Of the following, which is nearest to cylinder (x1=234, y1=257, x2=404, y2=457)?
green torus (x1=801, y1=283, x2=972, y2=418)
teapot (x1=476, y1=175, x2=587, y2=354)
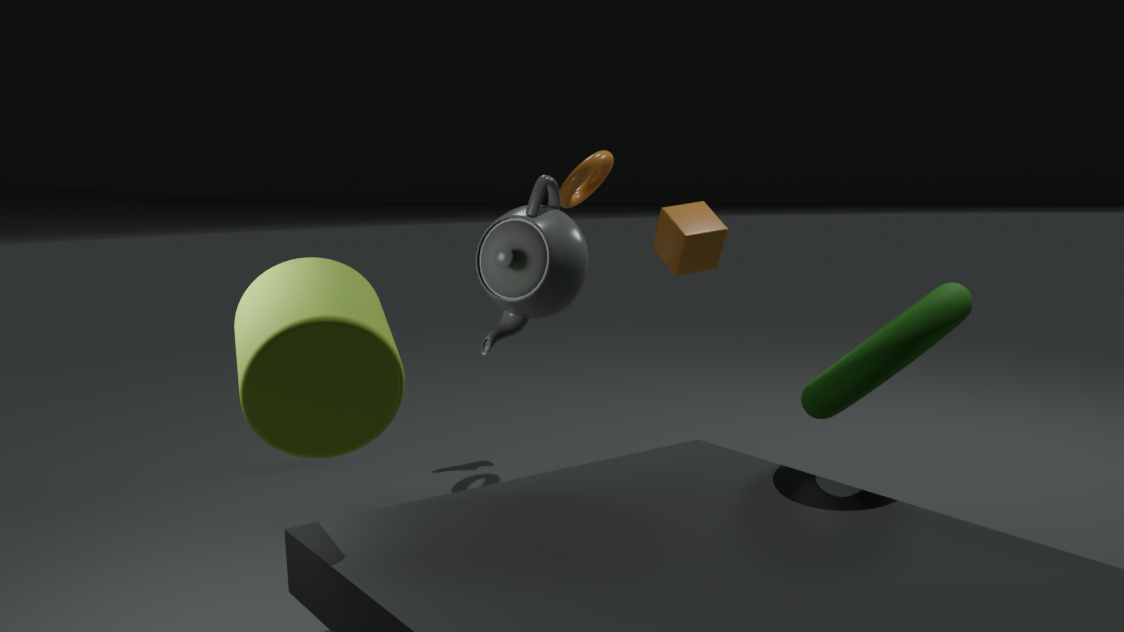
teapot (x1=476, y1=175, x2=587, y2=354)
